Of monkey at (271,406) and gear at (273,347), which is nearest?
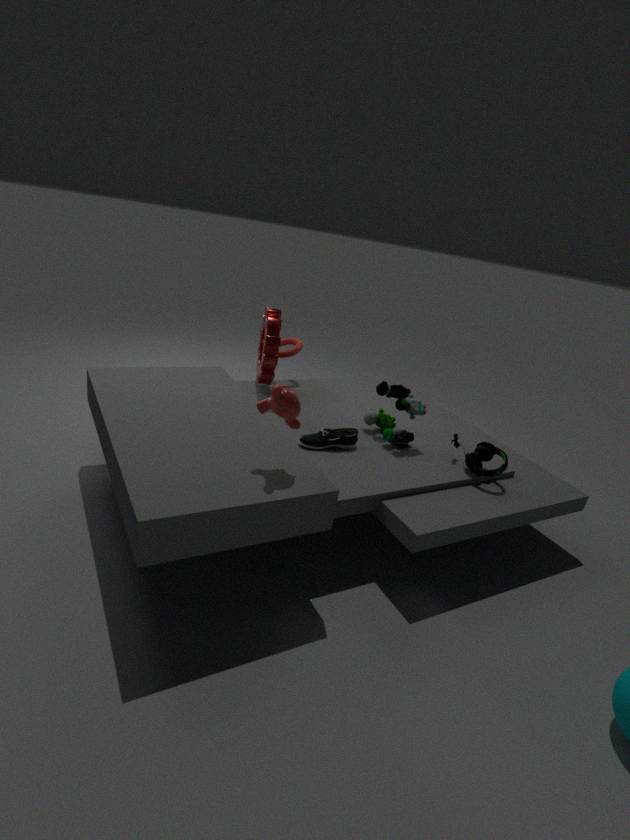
monkey at (271,406)
